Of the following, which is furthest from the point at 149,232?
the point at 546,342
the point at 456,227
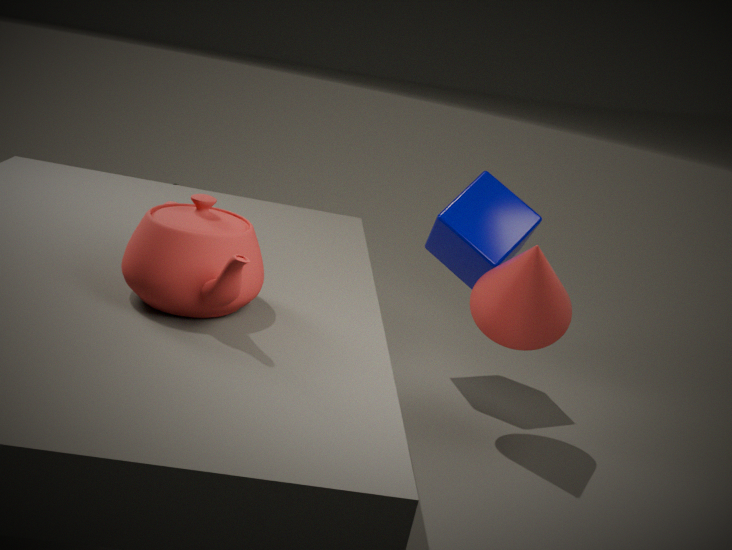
the point at 456,227
